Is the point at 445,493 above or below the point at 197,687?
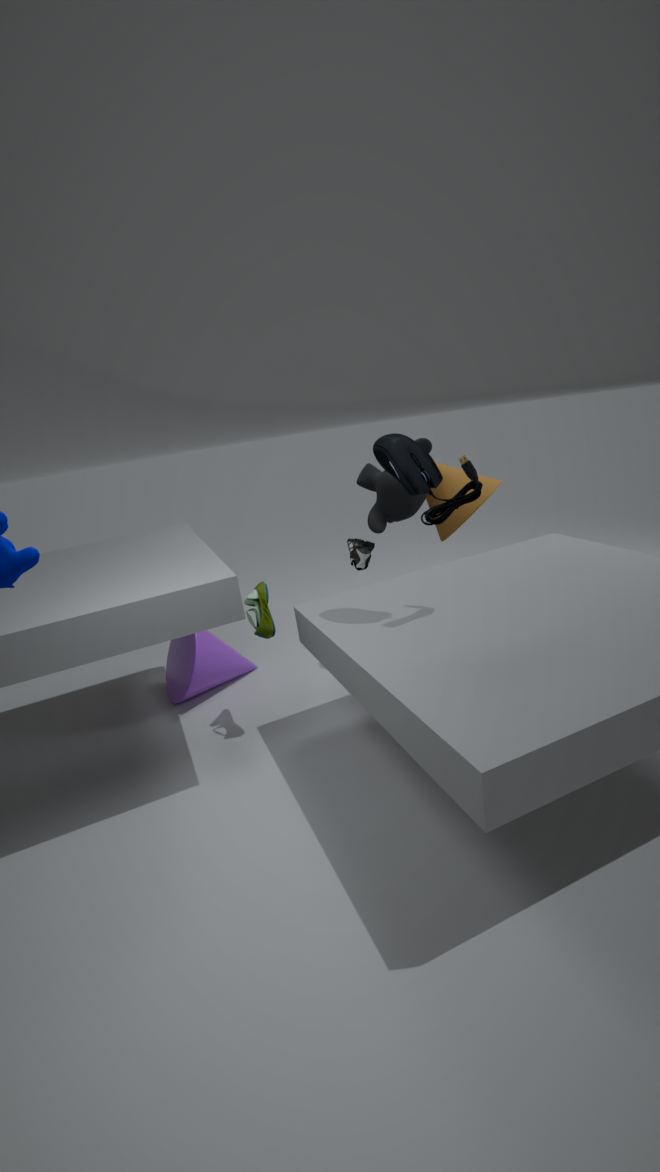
above
